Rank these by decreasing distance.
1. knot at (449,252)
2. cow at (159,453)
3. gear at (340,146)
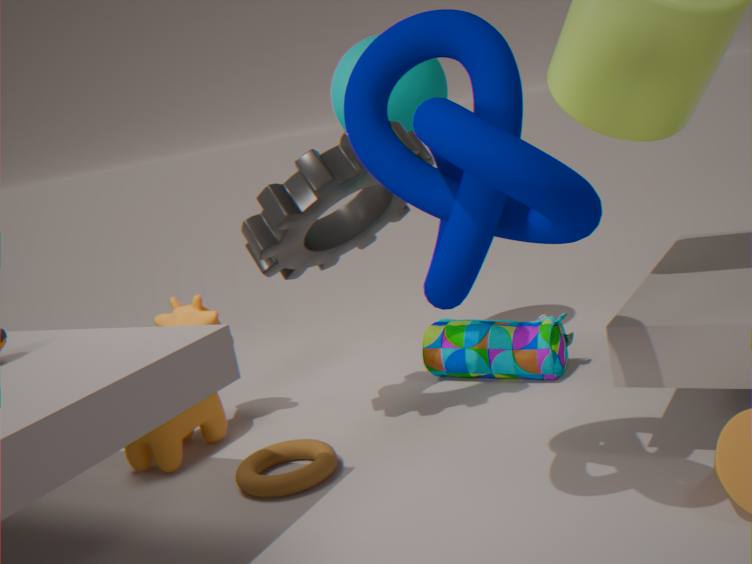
cow at (159,453), gear at (340,146), knot at (449,252)
